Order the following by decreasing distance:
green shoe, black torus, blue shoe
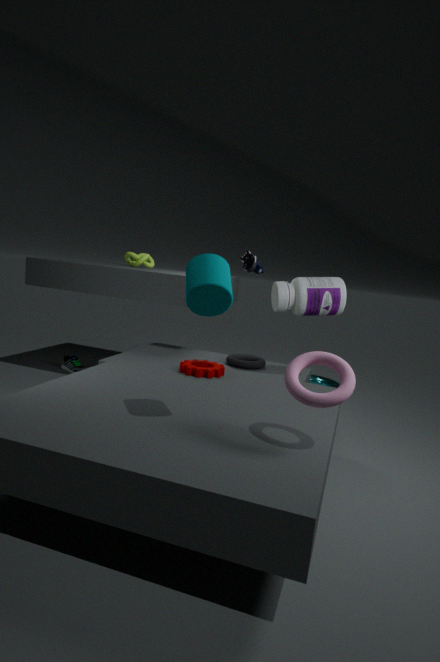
green shoe, black torus, blue shoe
